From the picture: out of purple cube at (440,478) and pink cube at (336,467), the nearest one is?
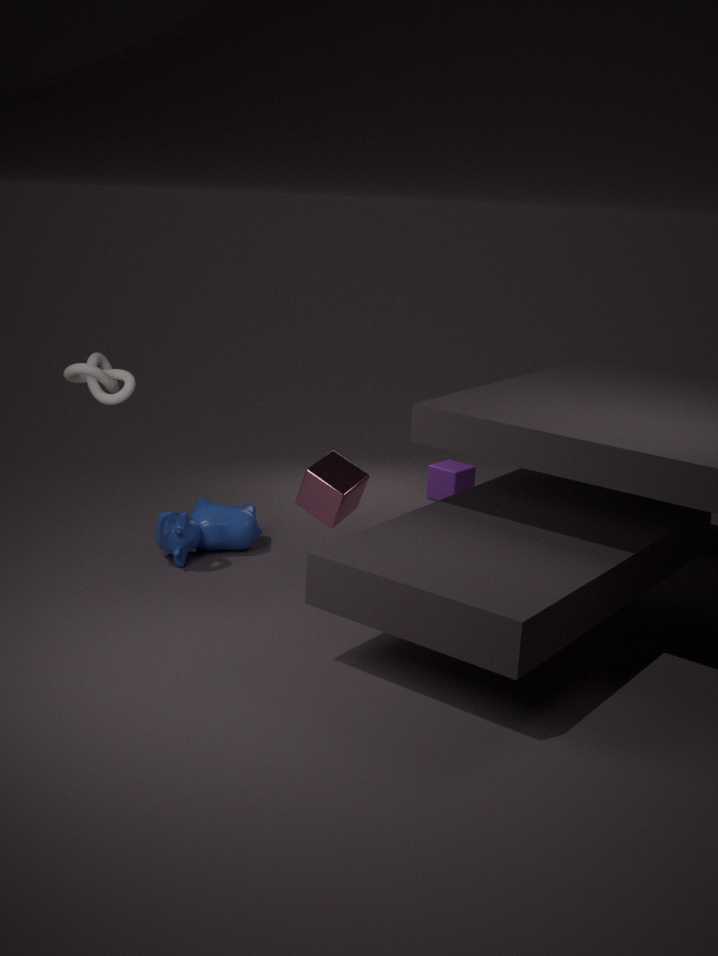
pink cube at (336,467)
